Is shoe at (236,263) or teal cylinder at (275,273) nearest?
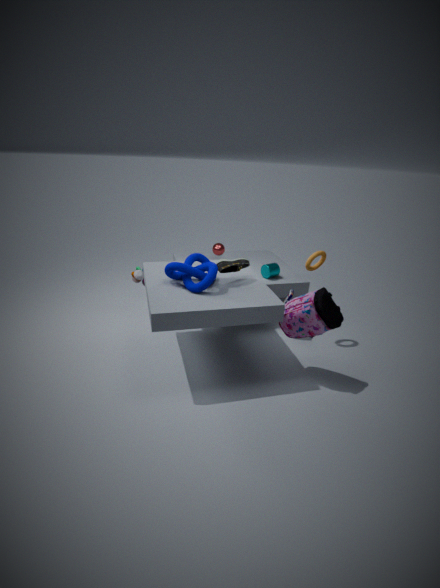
shoe at (236,263)
